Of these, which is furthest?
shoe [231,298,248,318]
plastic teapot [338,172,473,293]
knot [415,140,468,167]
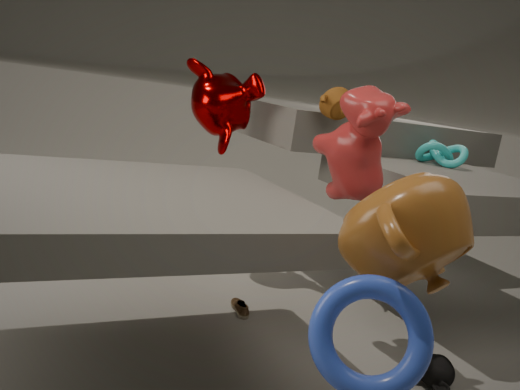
knot [415,140,468,167]
